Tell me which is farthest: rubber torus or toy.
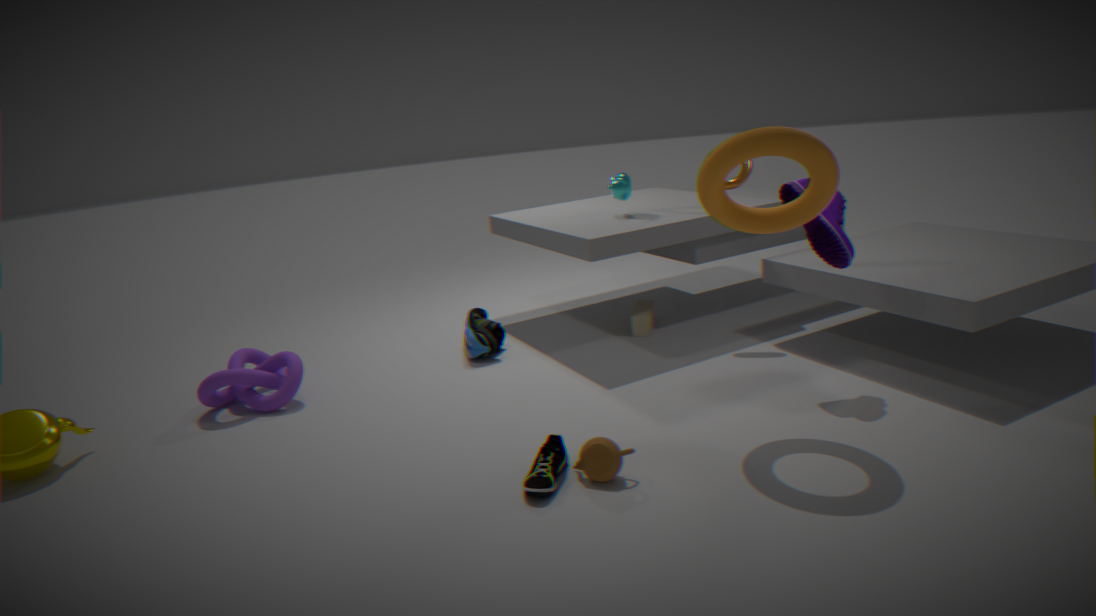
toy
